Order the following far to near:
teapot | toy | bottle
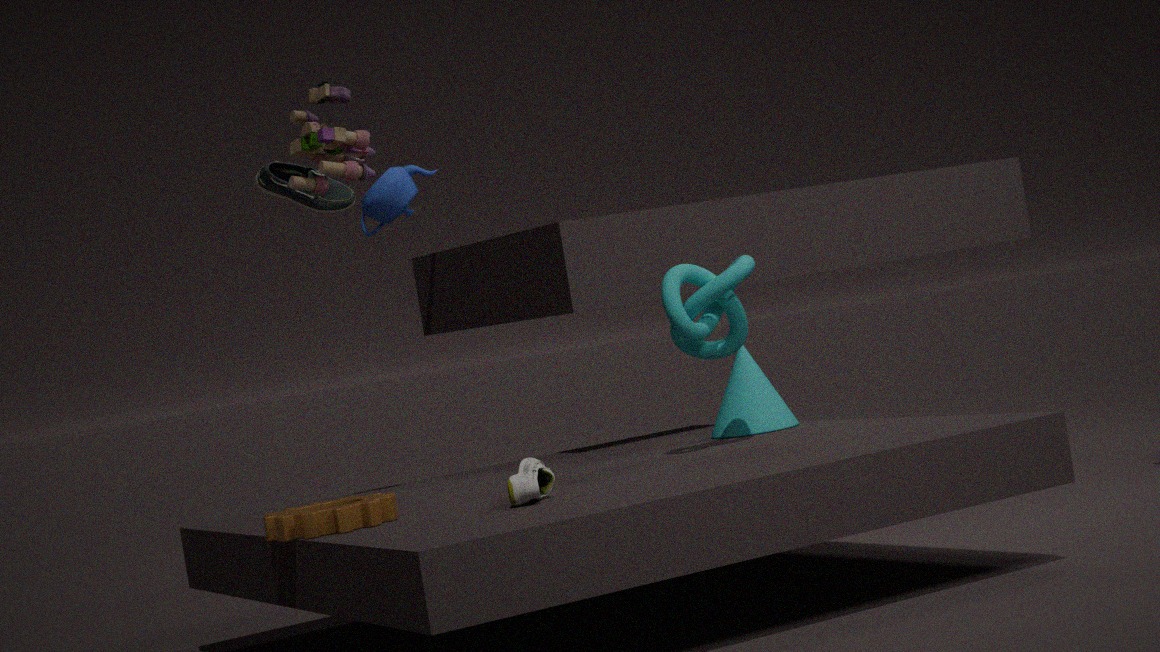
teapot → toy → bottle
